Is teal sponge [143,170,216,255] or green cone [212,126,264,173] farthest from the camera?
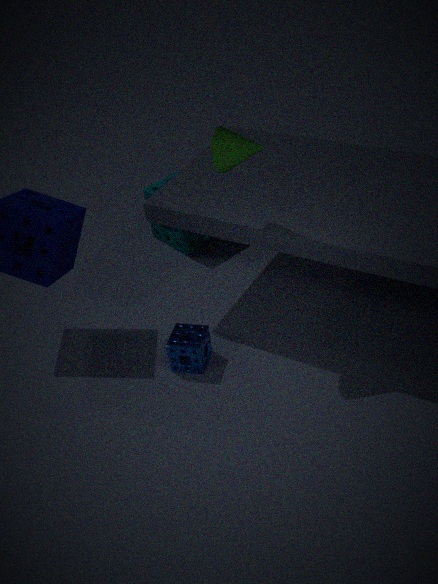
teal sponge [143,170,216,255]
